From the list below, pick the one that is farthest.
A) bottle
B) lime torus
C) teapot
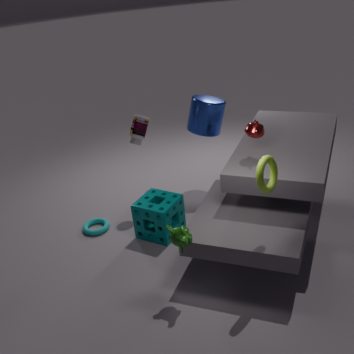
bottle
